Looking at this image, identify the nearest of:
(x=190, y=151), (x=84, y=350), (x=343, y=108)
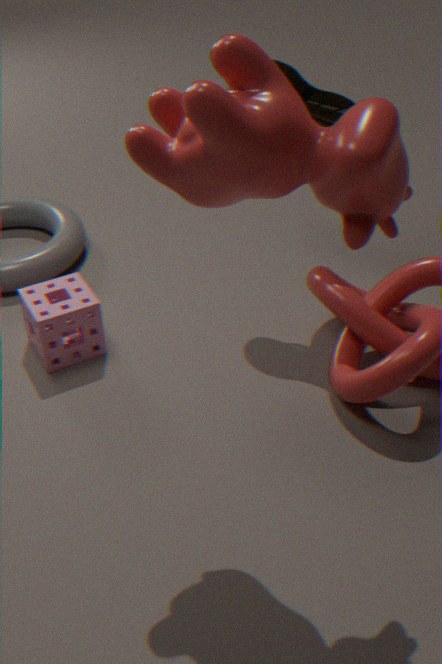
(x=190, y=151)
